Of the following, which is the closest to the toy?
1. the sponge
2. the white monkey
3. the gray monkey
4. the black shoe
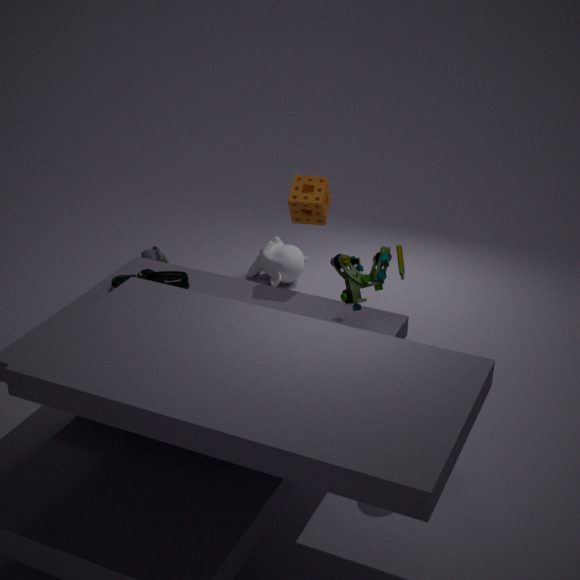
the sponge
